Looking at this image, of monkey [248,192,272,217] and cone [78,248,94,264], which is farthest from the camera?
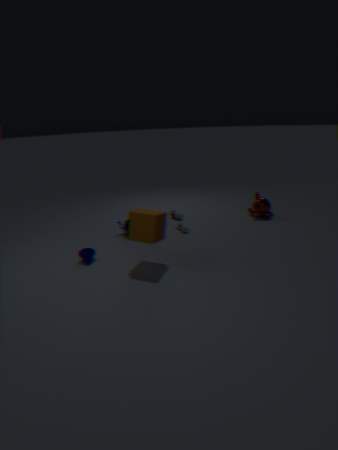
monkey [248,192,272,217]
